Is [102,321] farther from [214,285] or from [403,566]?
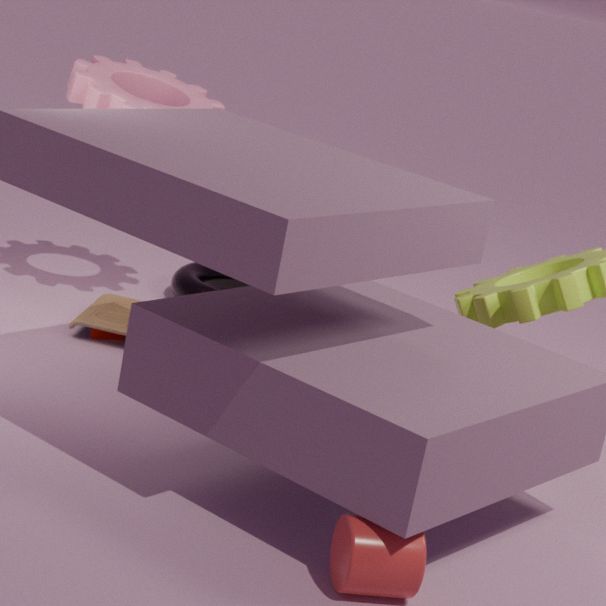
[403,566]
